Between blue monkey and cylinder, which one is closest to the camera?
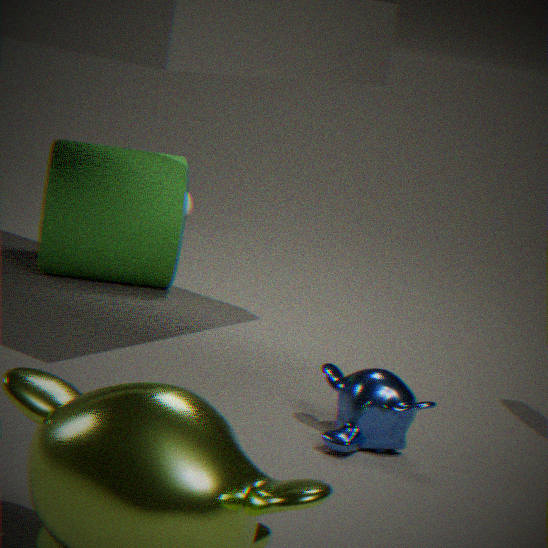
blue monkey
